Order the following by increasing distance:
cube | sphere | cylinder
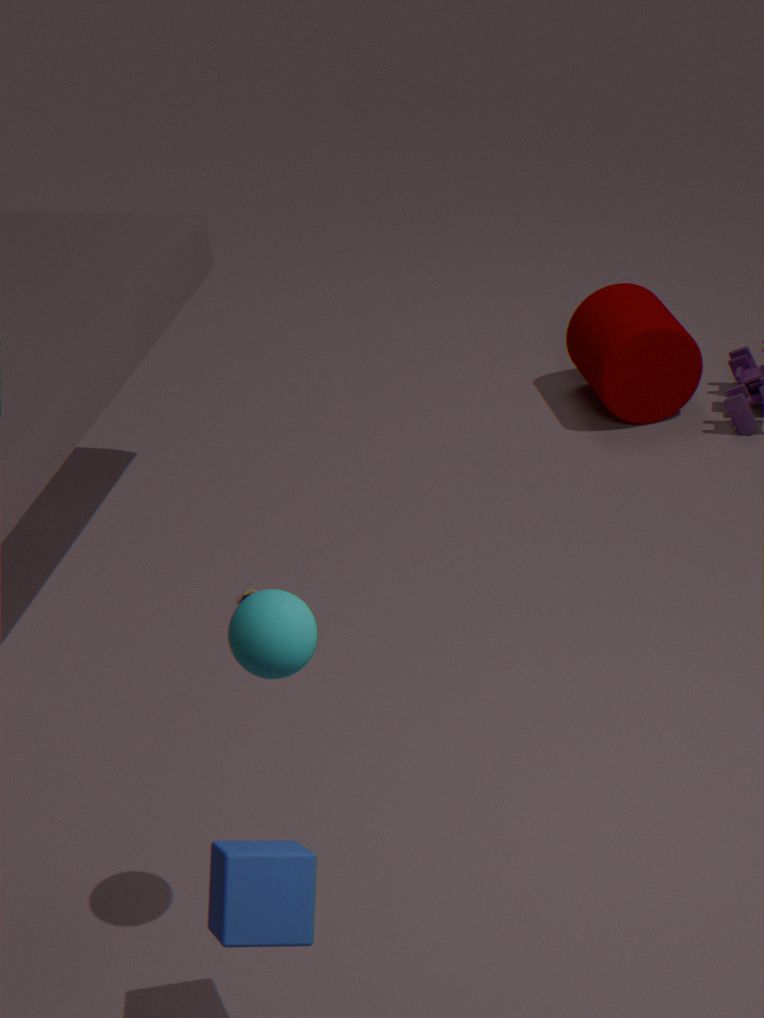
1. cube
2. sphere
3. cylinder
